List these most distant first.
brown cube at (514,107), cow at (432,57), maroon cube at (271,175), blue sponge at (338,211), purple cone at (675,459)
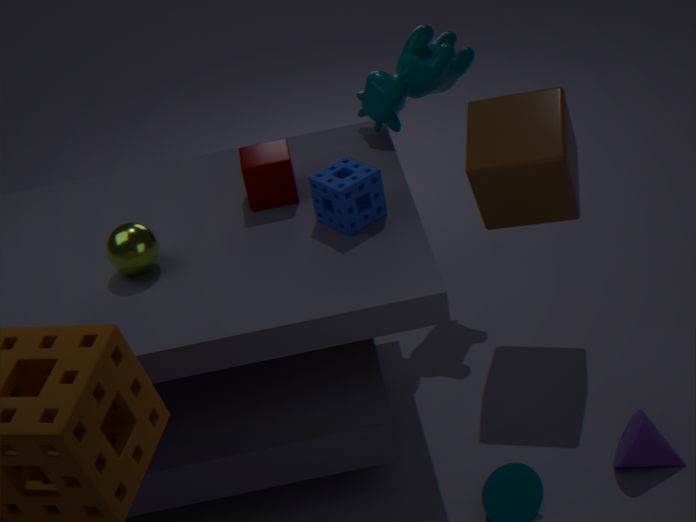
cow at (432,57) < maroon cube at (271,175) < brown cube at (514,107) < blue sponge at (338,211) < purple cone at (675,459)
